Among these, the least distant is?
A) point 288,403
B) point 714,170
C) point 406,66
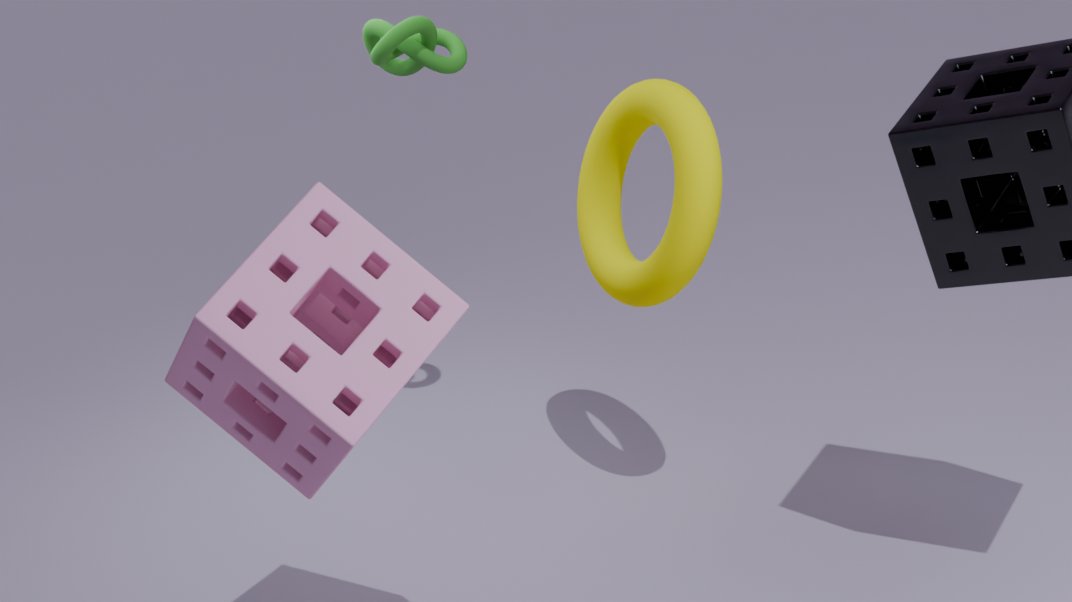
point 288,403
